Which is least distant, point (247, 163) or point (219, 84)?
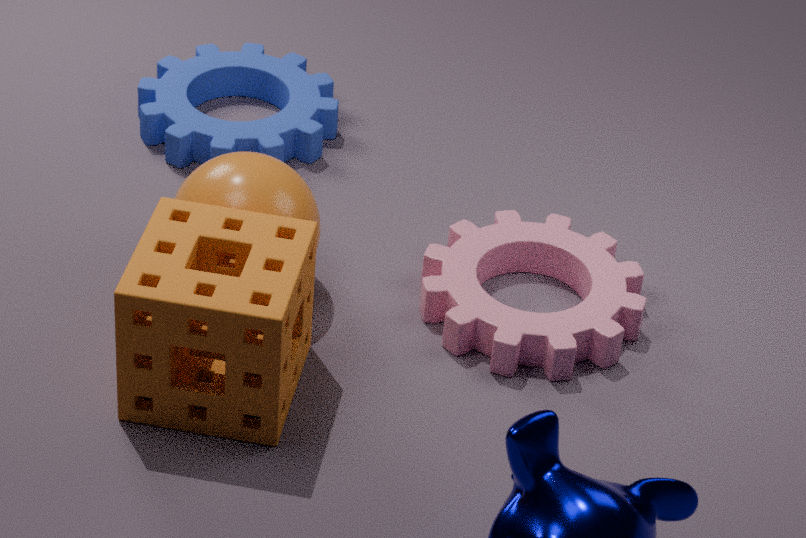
point (247, 163)
